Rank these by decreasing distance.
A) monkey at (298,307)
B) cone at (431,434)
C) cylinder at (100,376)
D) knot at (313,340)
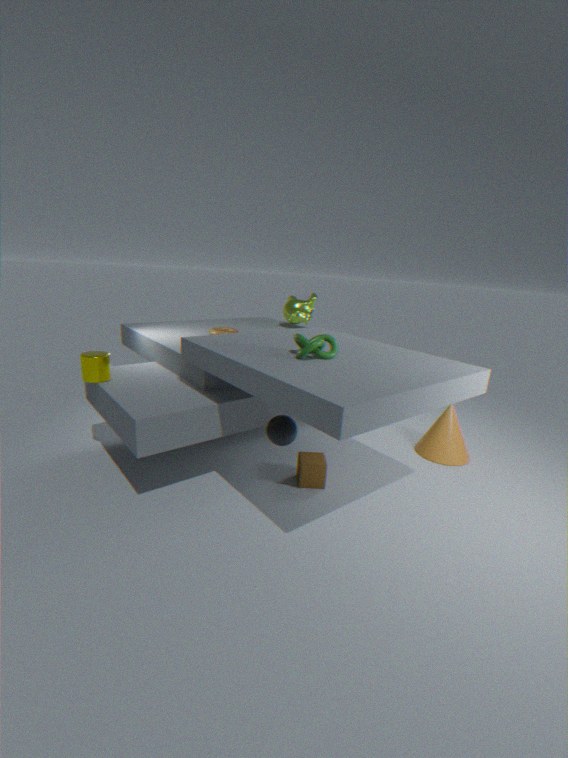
monkey at (298,307)
cone at (431,434)
cylinder at (100,376)
knot at (313,340)
